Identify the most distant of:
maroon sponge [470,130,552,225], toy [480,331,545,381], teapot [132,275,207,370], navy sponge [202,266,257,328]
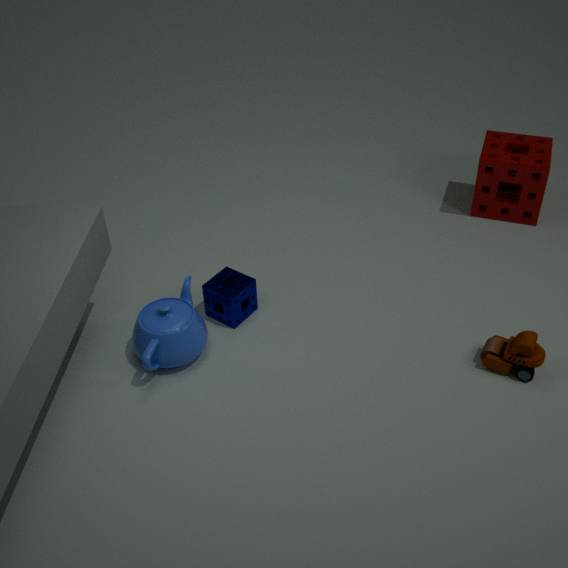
maroon sponge [470,130,552,225]
